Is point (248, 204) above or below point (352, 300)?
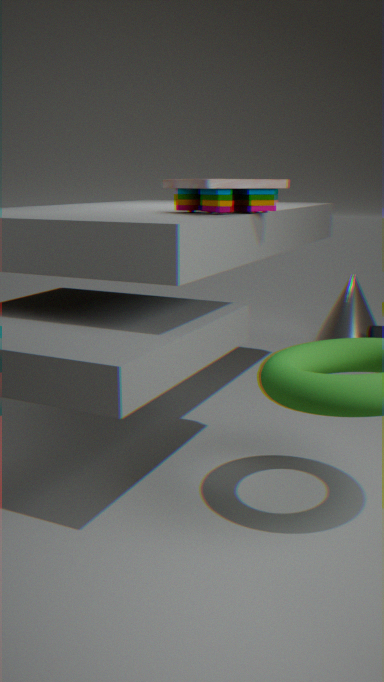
above
